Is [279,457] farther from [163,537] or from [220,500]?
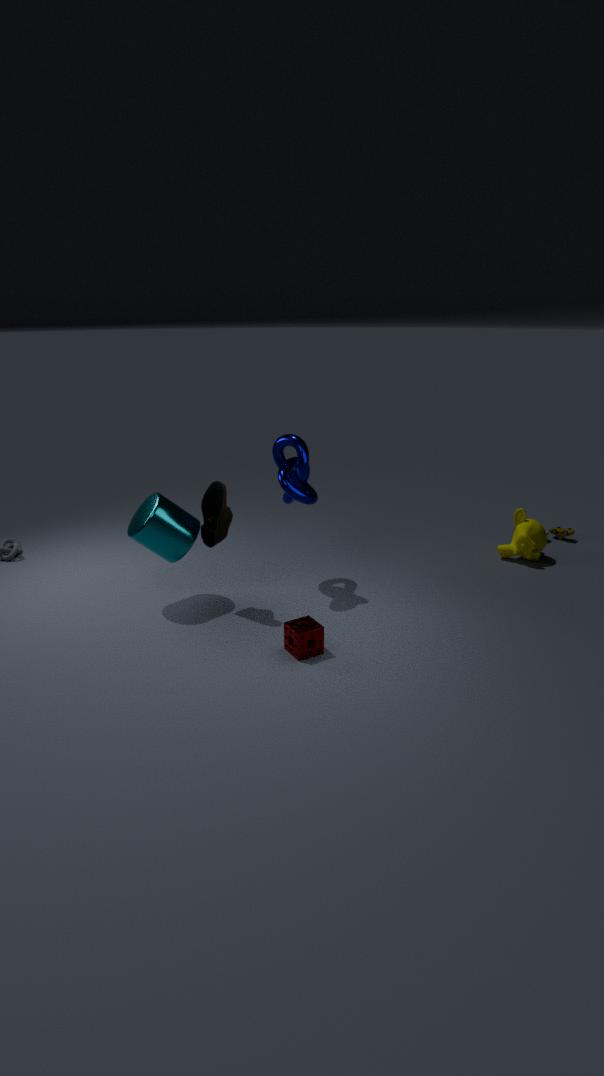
[163,537]
